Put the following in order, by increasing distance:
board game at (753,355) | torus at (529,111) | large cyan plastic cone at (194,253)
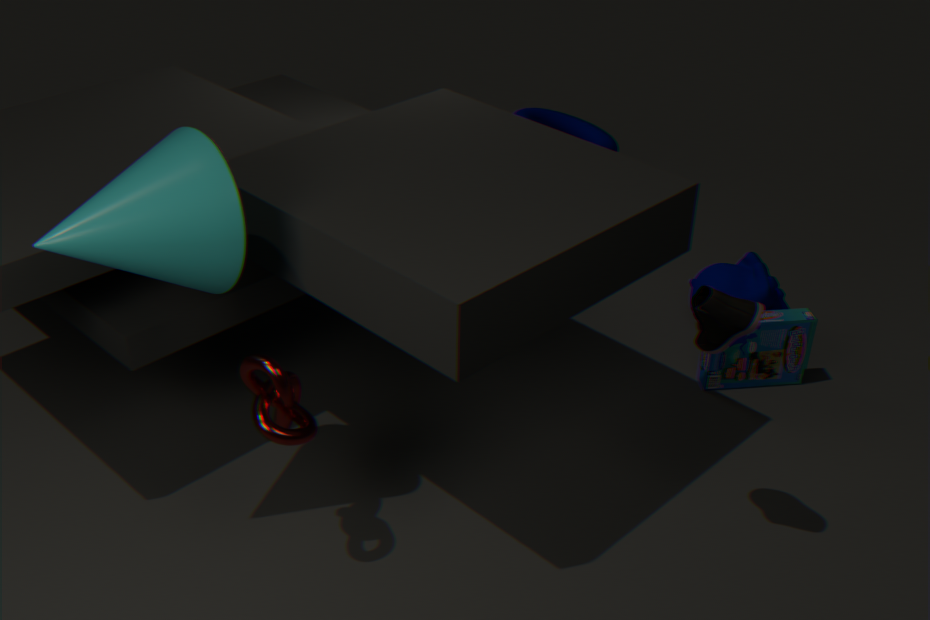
1. large cyan plastic cone at (194,253)
2. board game at (753,355)
3. torus at (529,111)
